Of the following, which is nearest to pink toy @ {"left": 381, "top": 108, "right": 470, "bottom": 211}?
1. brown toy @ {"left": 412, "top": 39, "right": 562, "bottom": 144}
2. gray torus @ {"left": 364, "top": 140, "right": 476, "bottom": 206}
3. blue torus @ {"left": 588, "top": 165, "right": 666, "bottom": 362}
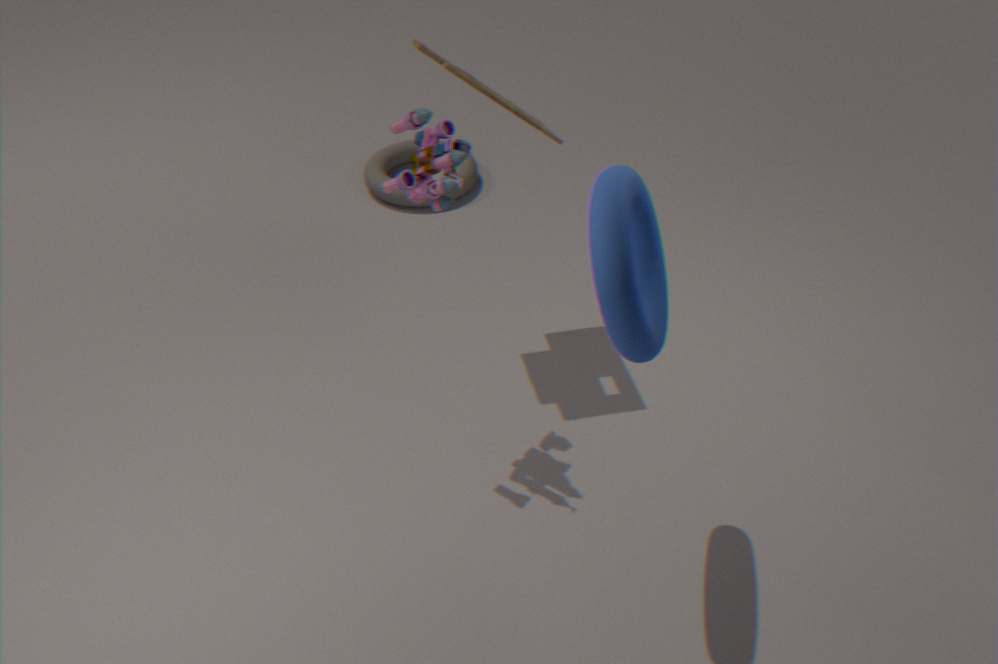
brown toy @ {"left": 412, "top": 39, "right": 562, "bottom": 144}
